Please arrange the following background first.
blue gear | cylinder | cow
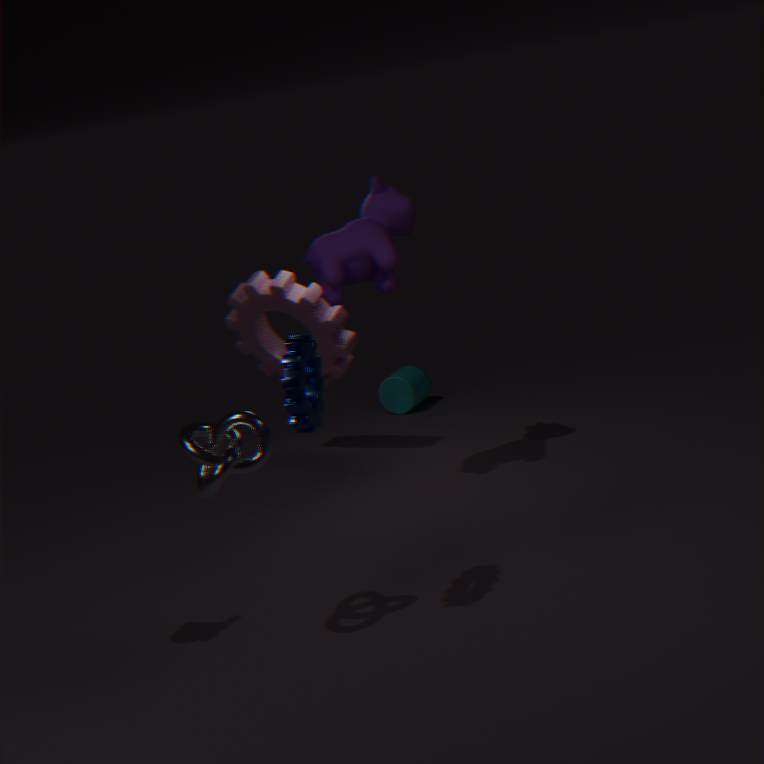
cylinder
cow
blue gear
